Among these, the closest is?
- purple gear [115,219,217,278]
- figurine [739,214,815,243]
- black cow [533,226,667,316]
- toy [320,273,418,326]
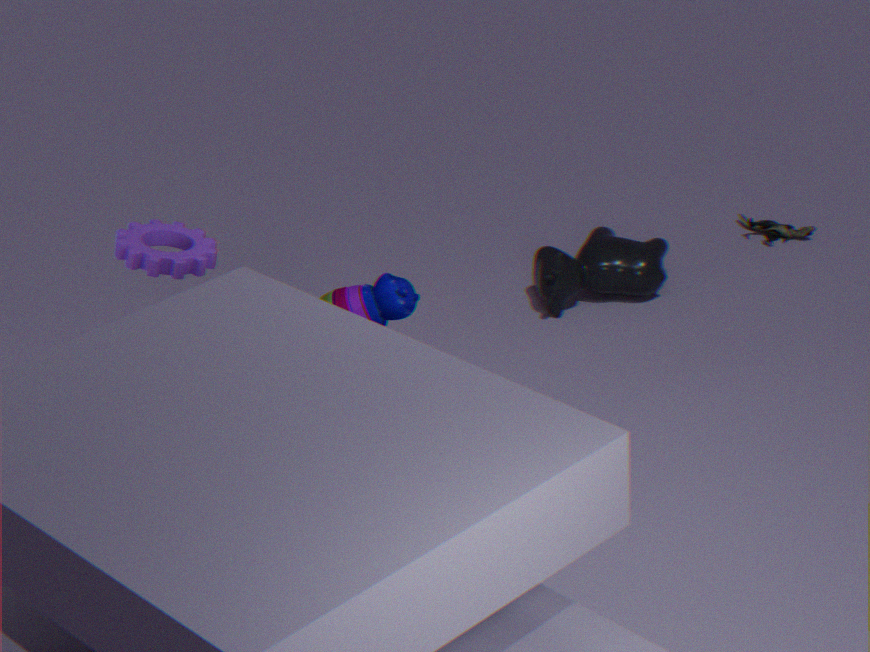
purple gear [115,219,217,278]
